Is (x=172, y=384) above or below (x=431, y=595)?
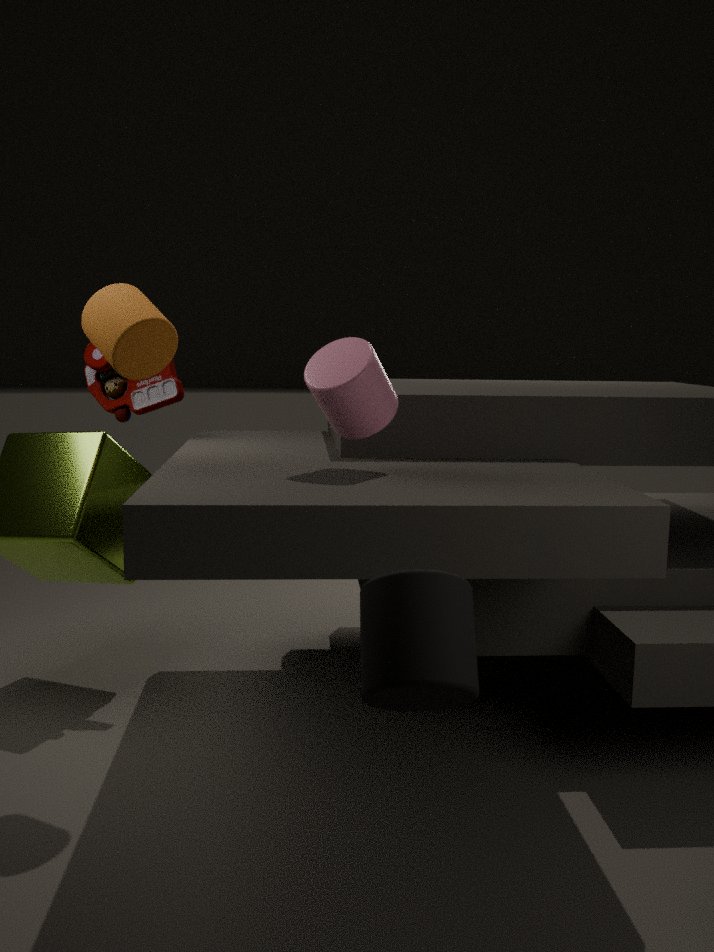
above
